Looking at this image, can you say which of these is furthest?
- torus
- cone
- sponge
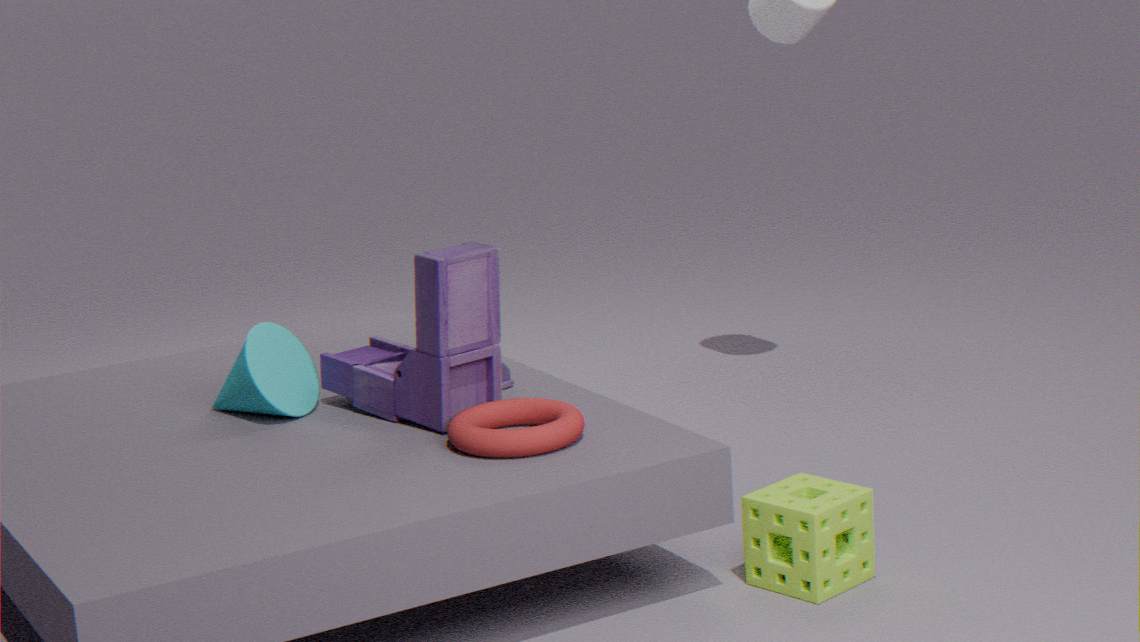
cone
